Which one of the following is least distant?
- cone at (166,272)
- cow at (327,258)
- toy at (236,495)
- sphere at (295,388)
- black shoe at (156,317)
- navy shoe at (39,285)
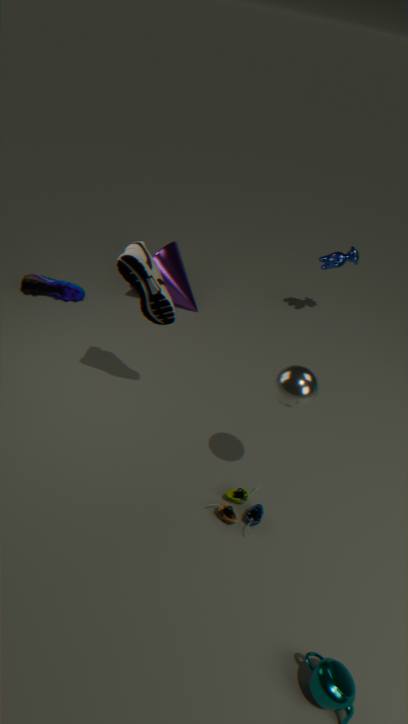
sphere at (295,388)
